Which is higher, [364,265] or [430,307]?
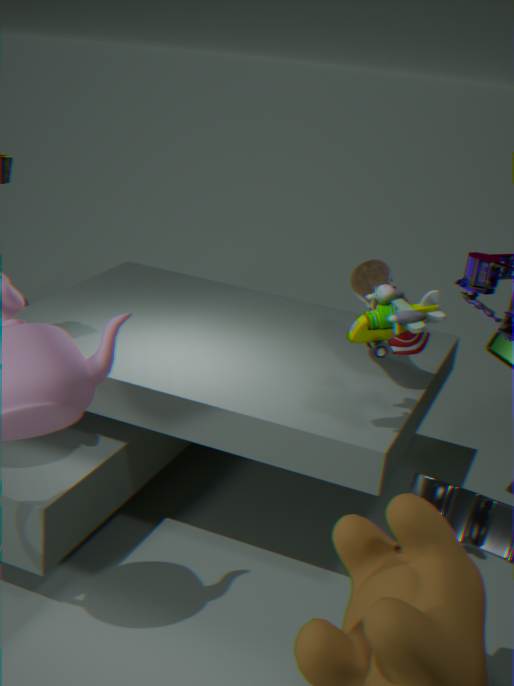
[430,307]
